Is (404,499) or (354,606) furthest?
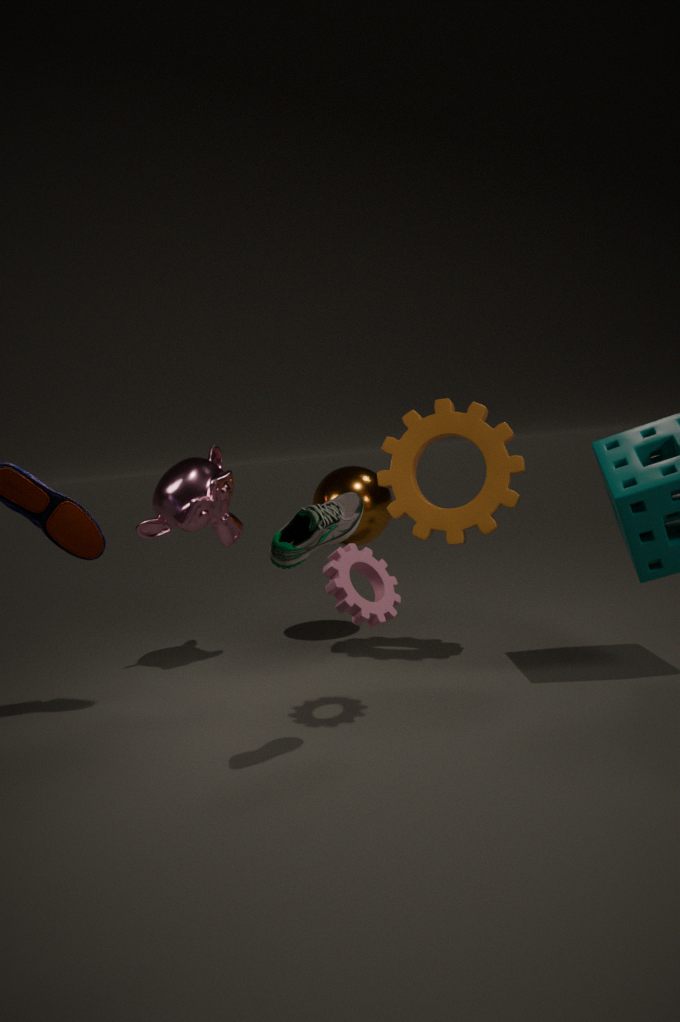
(404,499)
